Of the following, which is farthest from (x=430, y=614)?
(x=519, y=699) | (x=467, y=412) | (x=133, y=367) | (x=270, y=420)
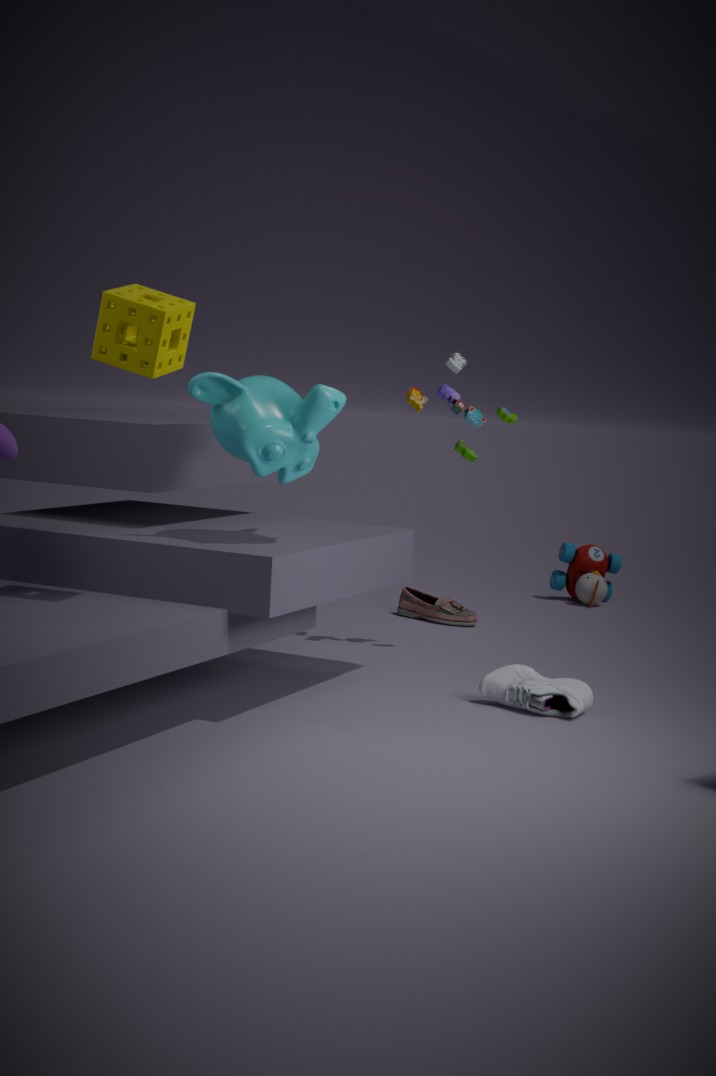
(x=133, y=367)
